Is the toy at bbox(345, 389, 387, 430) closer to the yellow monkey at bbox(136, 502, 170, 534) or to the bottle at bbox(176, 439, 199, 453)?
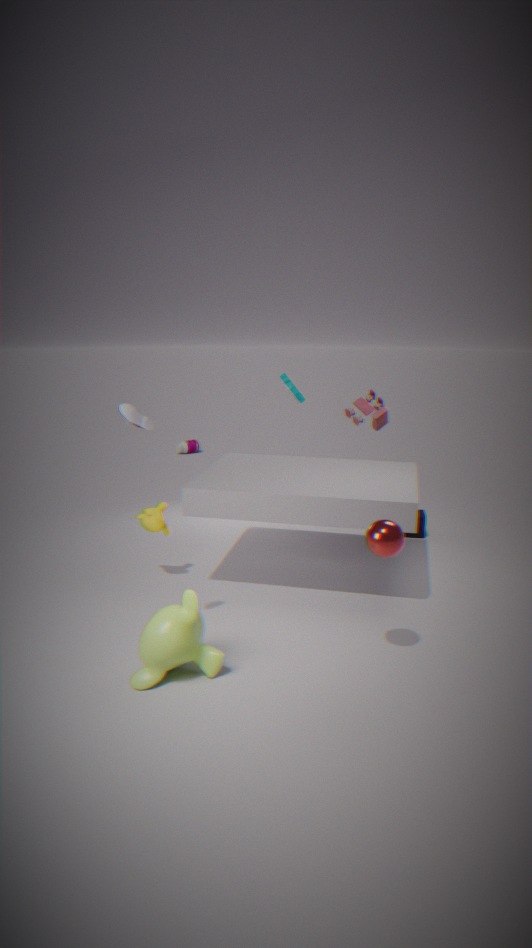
the yellow monkey at bbox(136, 502, 170, 534)
